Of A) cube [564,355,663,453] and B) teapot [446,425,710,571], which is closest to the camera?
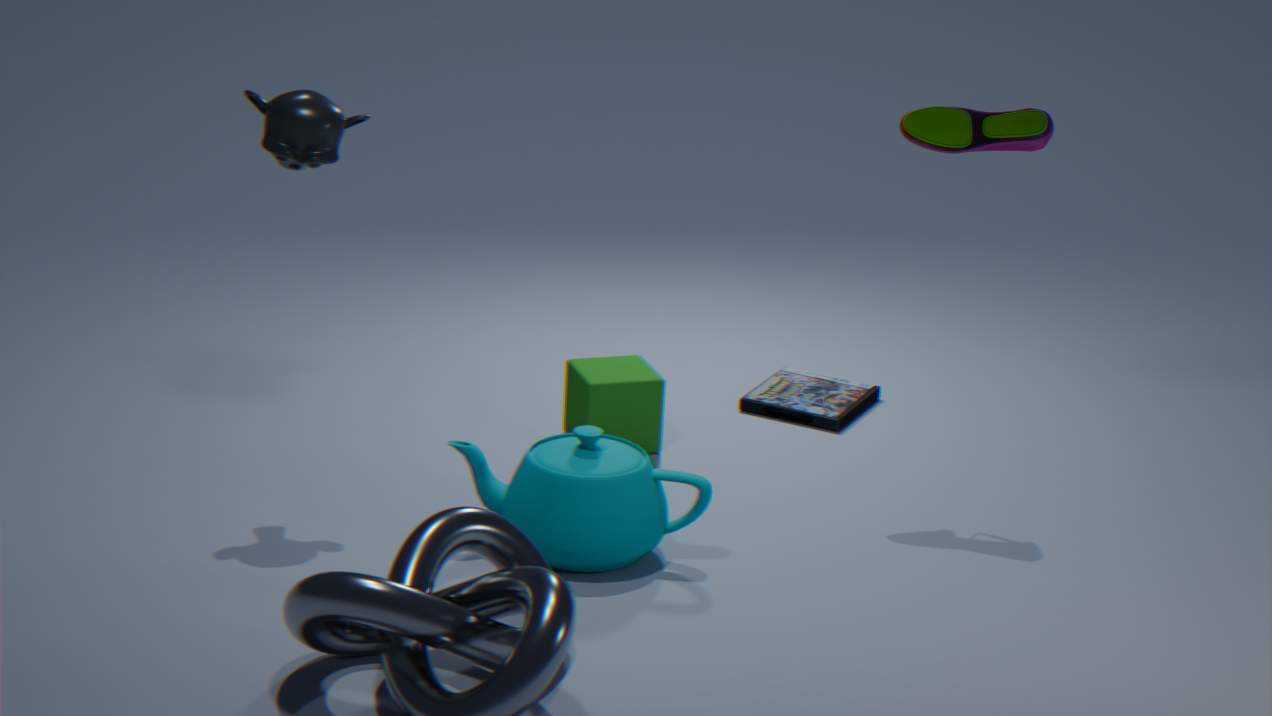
B. teapot [446,425,710,571]
